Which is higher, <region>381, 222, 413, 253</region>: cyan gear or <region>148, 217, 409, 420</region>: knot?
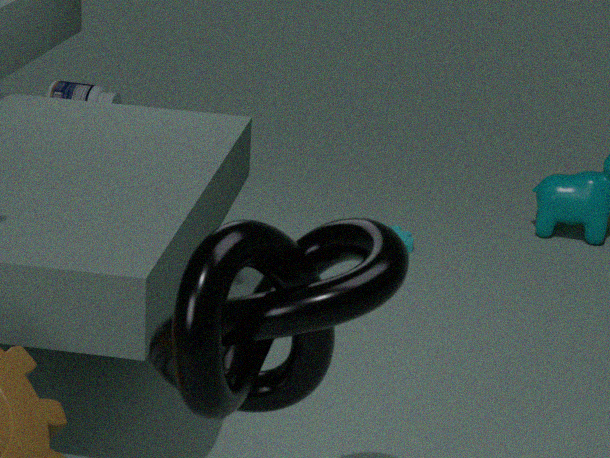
<region>148, 217, 409, 420</region>: knot
